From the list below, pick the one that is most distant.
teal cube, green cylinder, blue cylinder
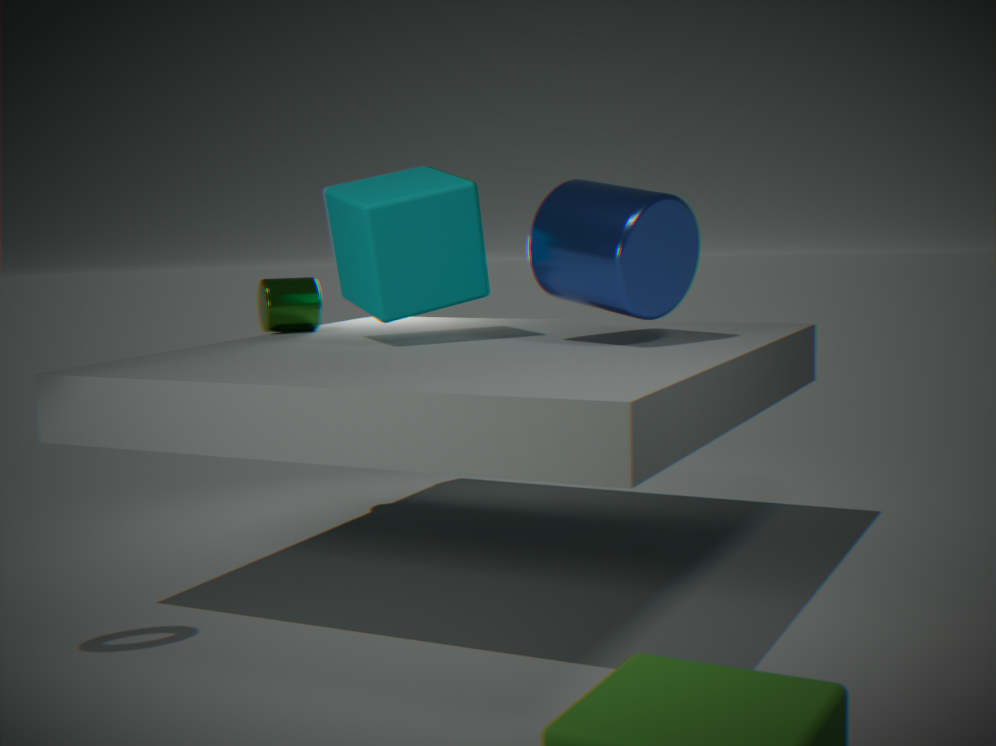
green cylinder
